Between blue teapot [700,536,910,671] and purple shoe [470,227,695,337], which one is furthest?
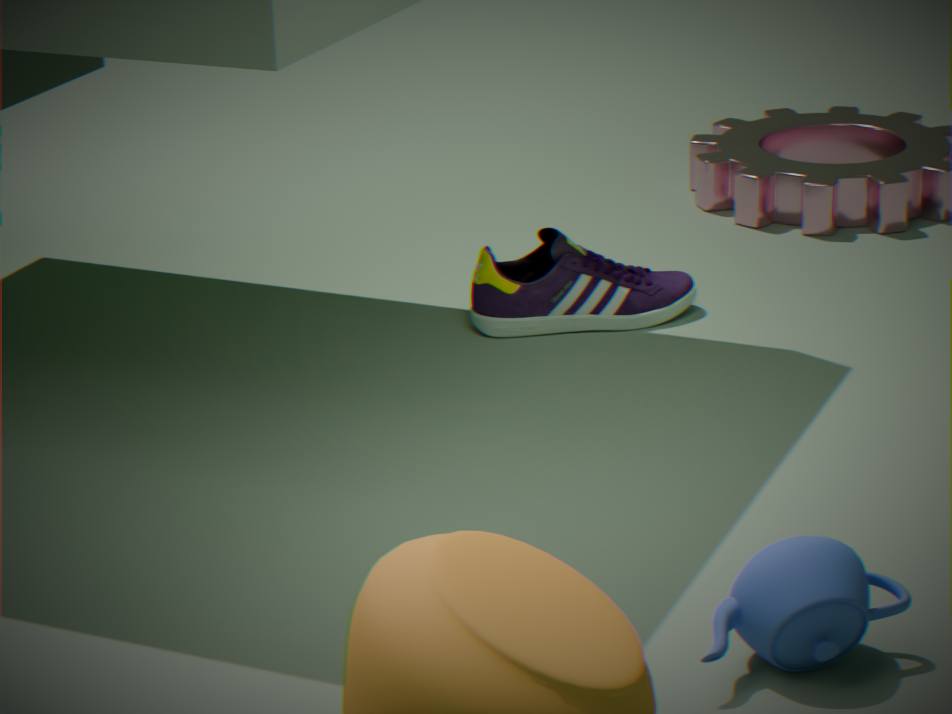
purple shoe [470,227,695,337]
